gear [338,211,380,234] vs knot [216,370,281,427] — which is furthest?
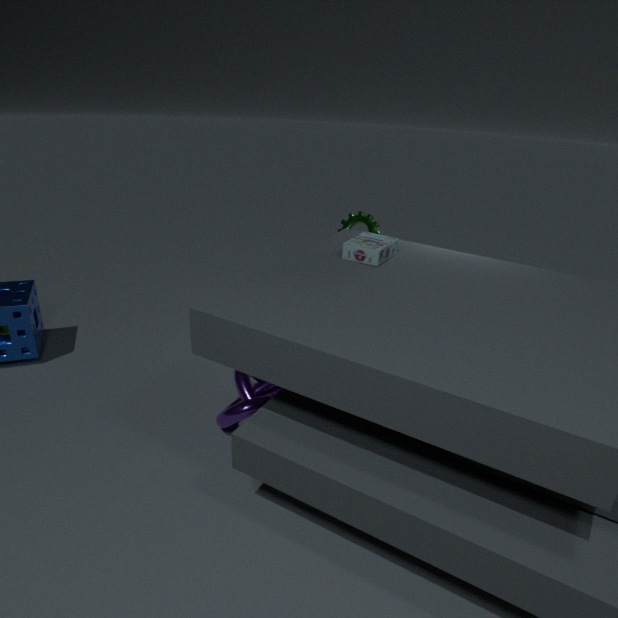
gear [338,211,380,234]
